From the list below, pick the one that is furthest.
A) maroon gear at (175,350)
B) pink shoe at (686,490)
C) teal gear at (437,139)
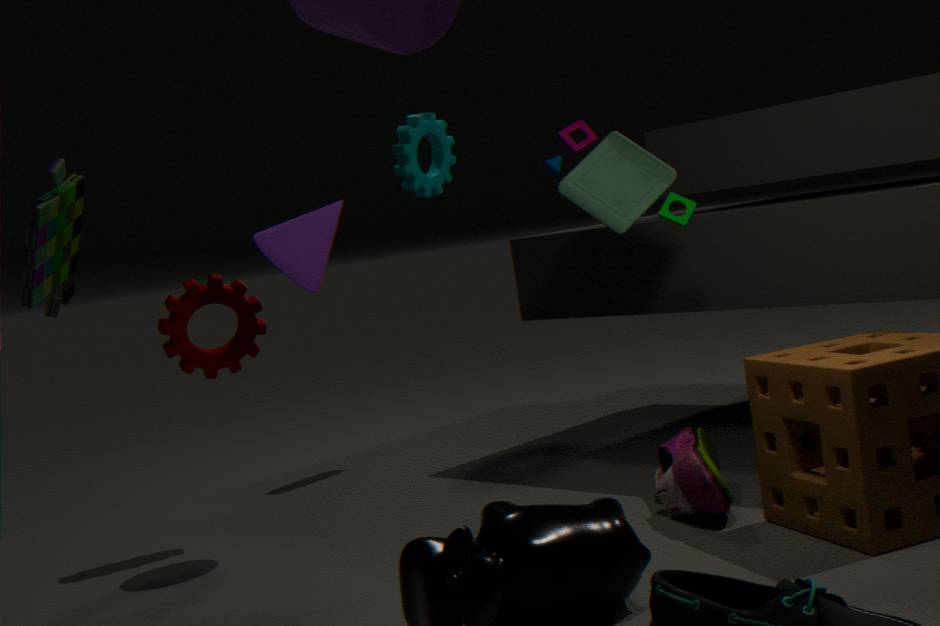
teal gear at (437,139)
